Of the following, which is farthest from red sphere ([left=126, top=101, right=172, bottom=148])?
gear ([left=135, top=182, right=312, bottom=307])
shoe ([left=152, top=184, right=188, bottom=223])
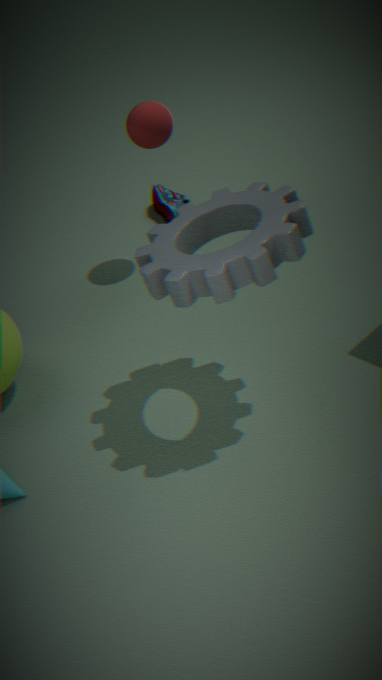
gear ([left=135, top=182, right=312, bottom=307])
